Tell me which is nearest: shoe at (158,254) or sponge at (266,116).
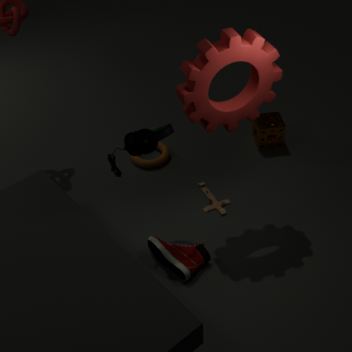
shoe at (158,254)
